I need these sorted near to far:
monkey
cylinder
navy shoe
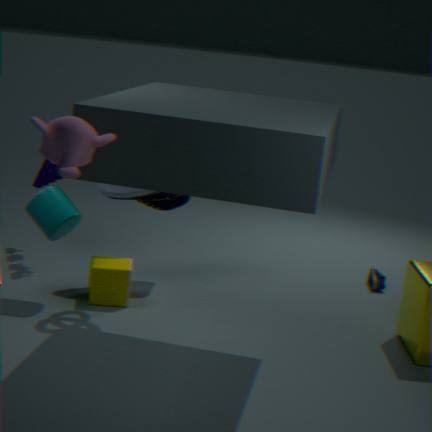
monkey < cylinder < navy shoe
